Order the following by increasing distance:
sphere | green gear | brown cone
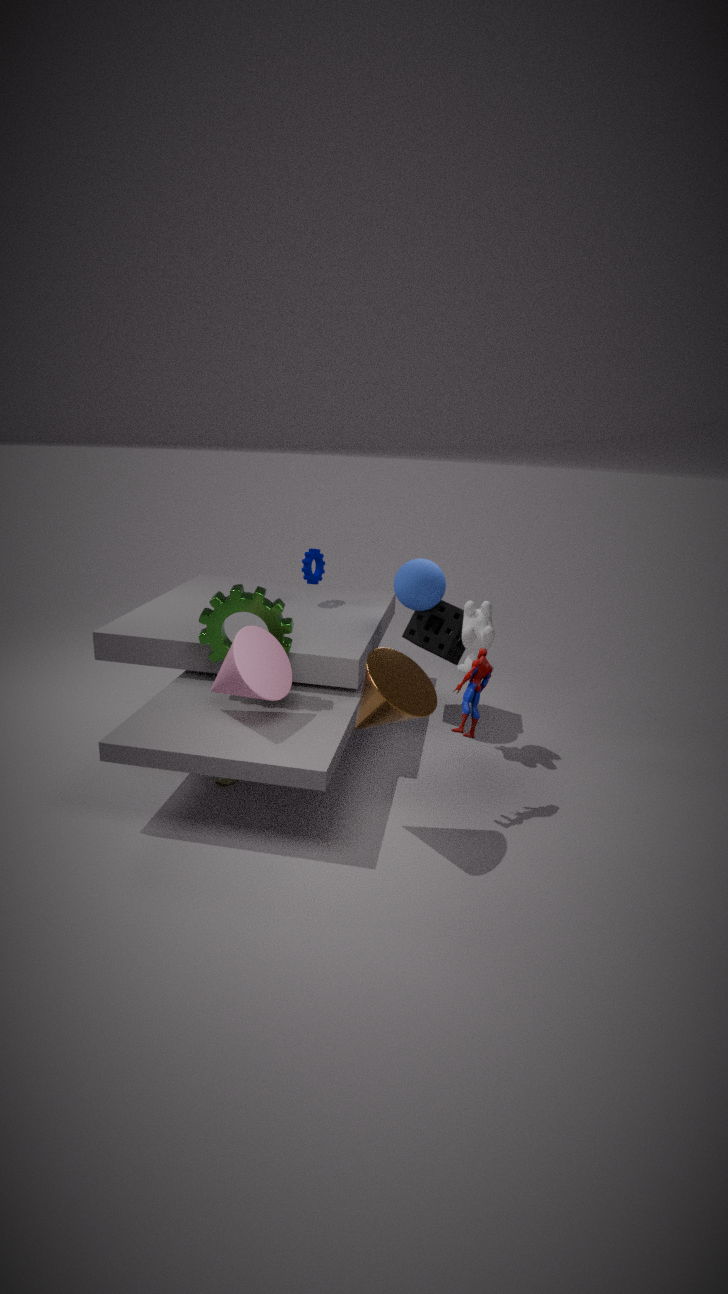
brown cone → green gear → sphere
